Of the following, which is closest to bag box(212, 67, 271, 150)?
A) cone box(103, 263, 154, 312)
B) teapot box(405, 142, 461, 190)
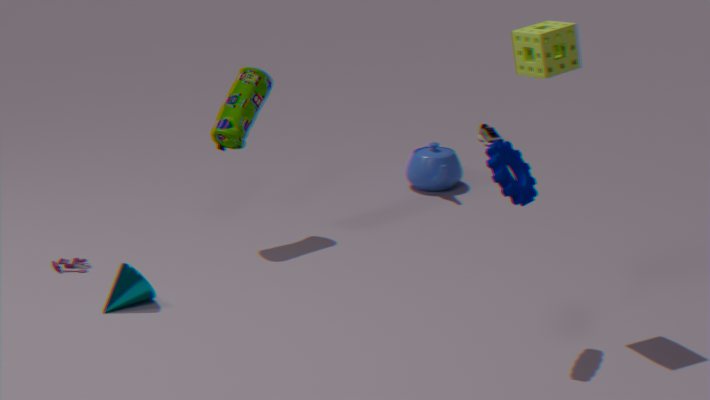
cone box(103, 263, 154, 312)
